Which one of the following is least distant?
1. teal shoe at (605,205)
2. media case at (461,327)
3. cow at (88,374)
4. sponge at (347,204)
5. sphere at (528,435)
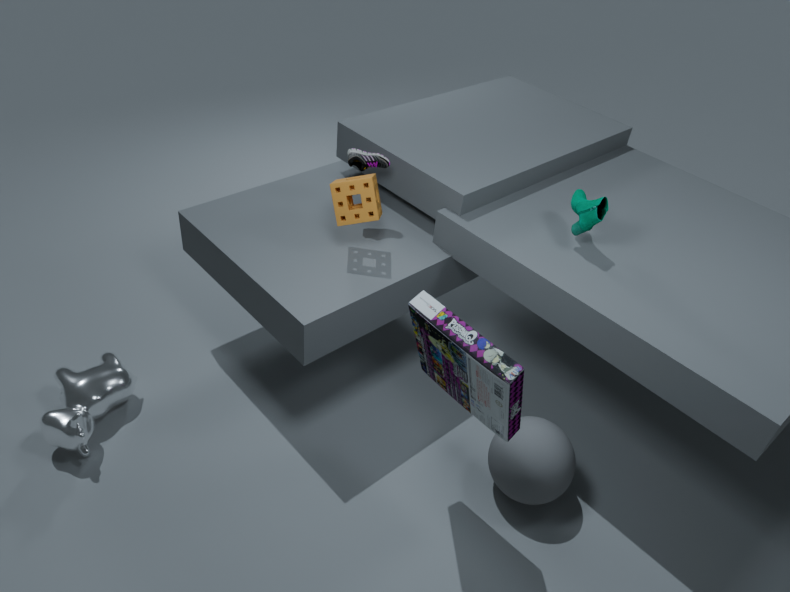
media case at (461,327)
